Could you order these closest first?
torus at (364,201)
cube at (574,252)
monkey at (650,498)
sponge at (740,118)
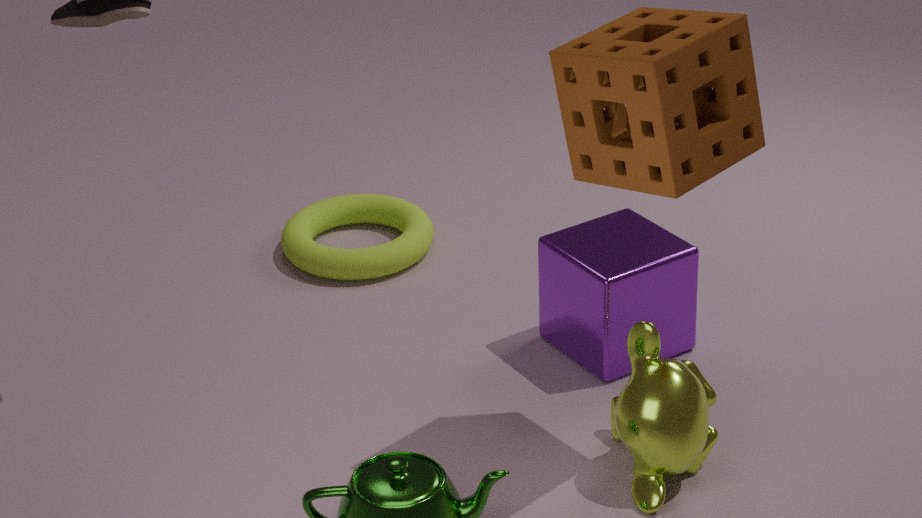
sponge at (740,118)
monkey at (650,498)
cube at (574,252)
torus at (364,201)
